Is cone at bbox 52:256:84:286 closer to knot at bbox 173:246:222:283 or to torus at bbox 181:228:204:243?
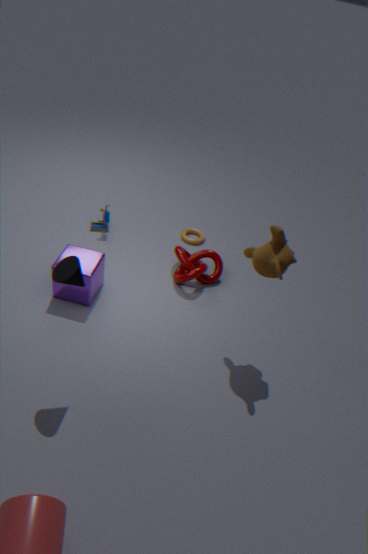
knot at bbox 173:246:222:283
